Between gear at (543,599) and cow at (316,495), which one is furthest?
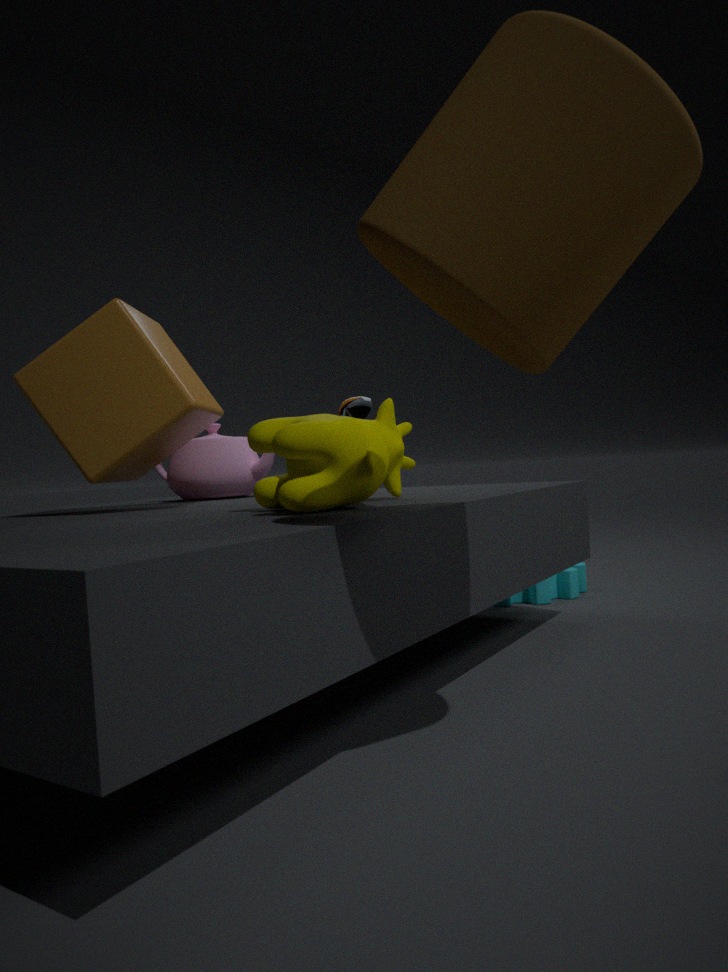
gear at (543,599)
